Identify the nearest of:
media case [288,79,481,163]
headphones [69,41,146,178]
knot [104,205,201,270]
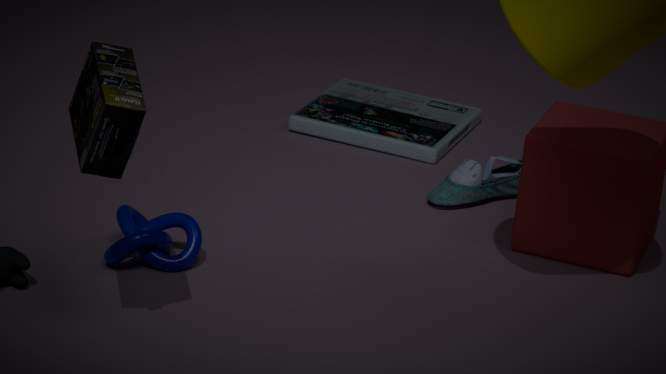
headphones [69,41,146,178]
